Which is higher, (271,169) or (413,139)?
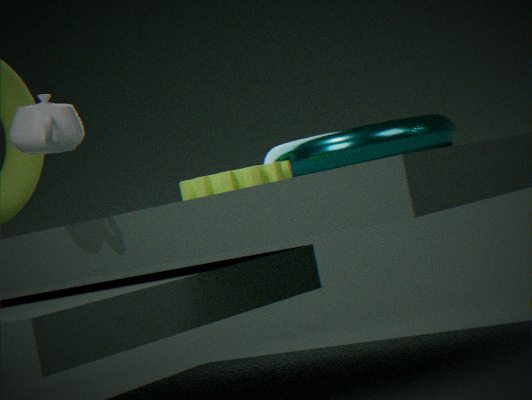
(413,139)
